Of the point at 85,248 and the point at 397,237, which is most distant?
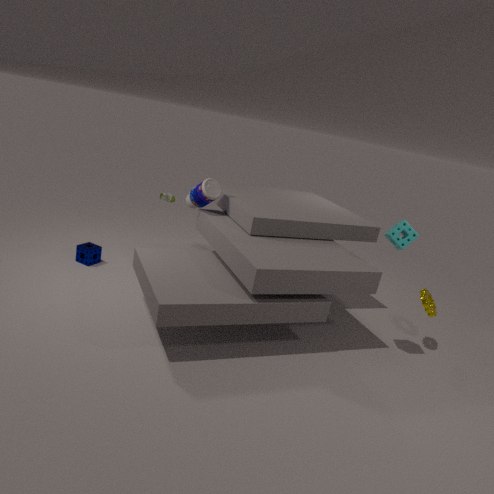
the point at 85,248
